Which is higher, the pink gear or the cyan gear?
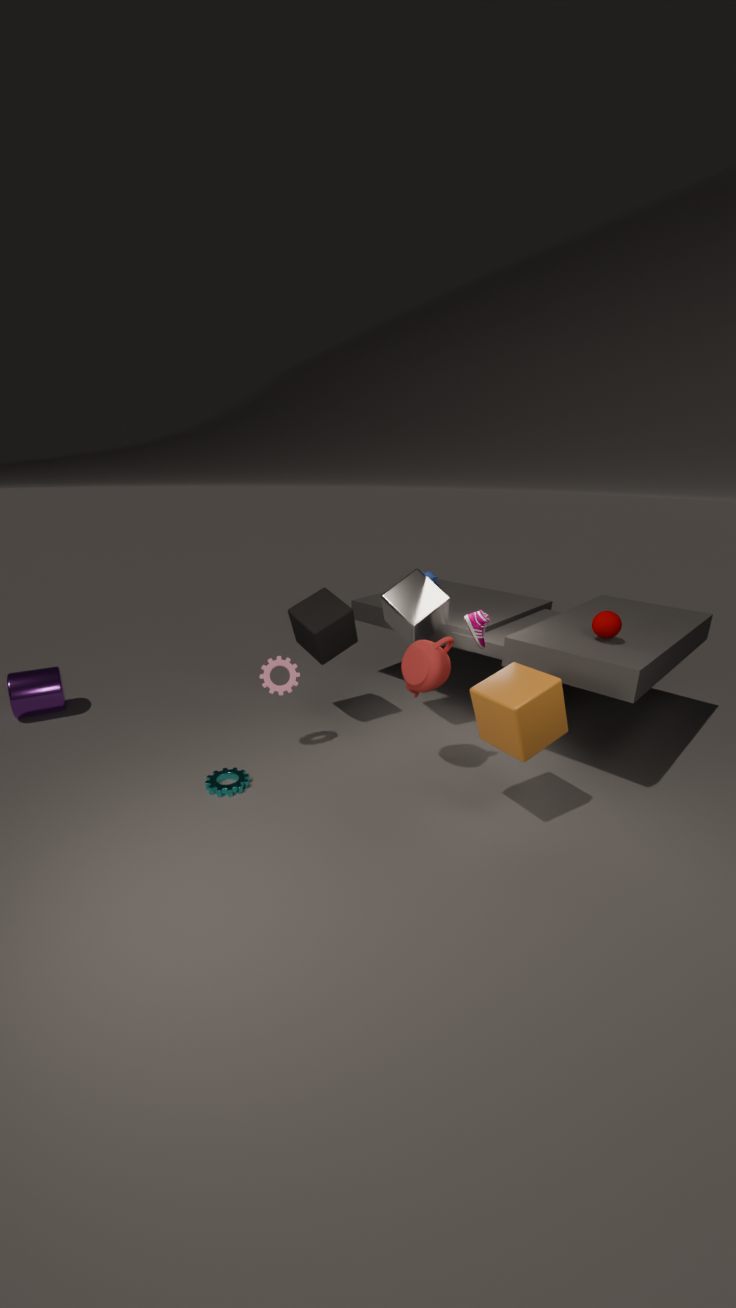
the pink gear
